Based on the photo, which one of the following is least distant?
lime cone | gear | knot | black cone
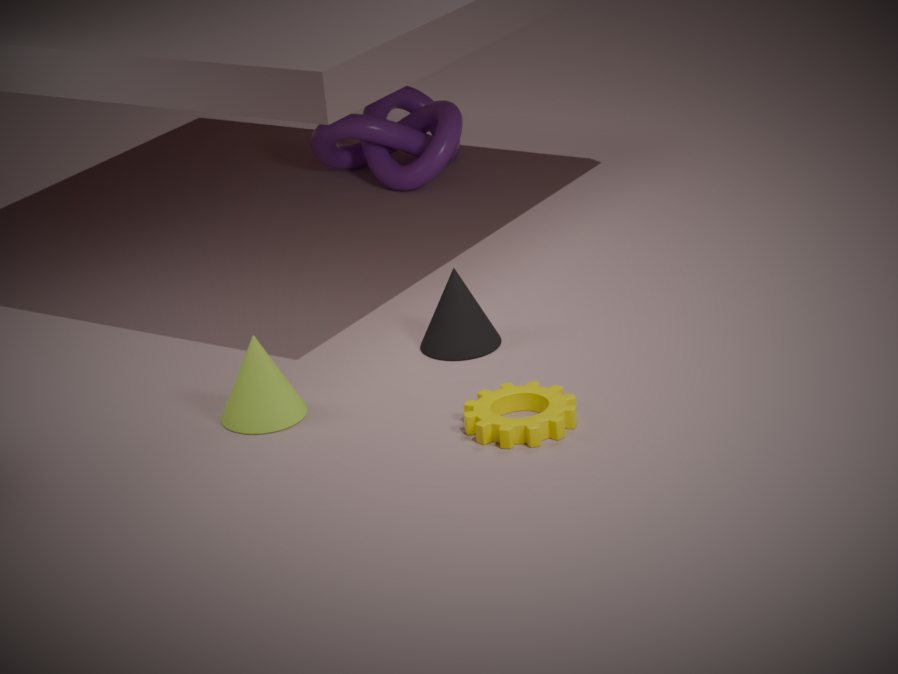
gear
